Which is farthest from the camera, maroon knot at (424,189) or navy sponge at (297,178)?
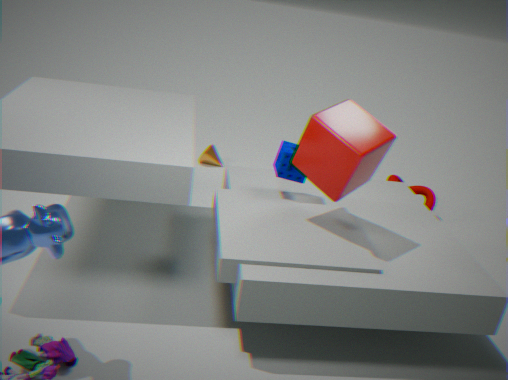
→ maroon knot at (424,189)
